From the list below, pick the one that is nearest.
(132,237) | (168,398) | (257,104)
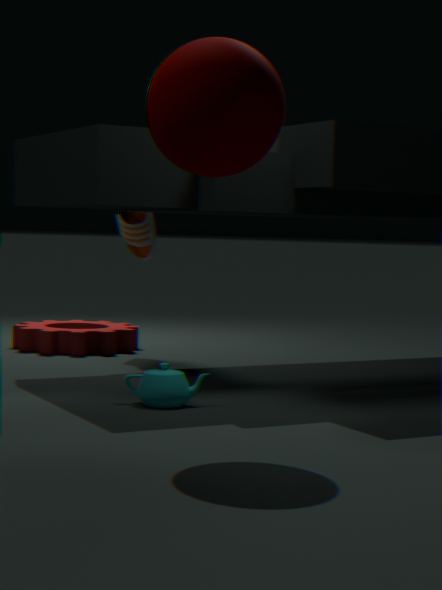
(257,104)
